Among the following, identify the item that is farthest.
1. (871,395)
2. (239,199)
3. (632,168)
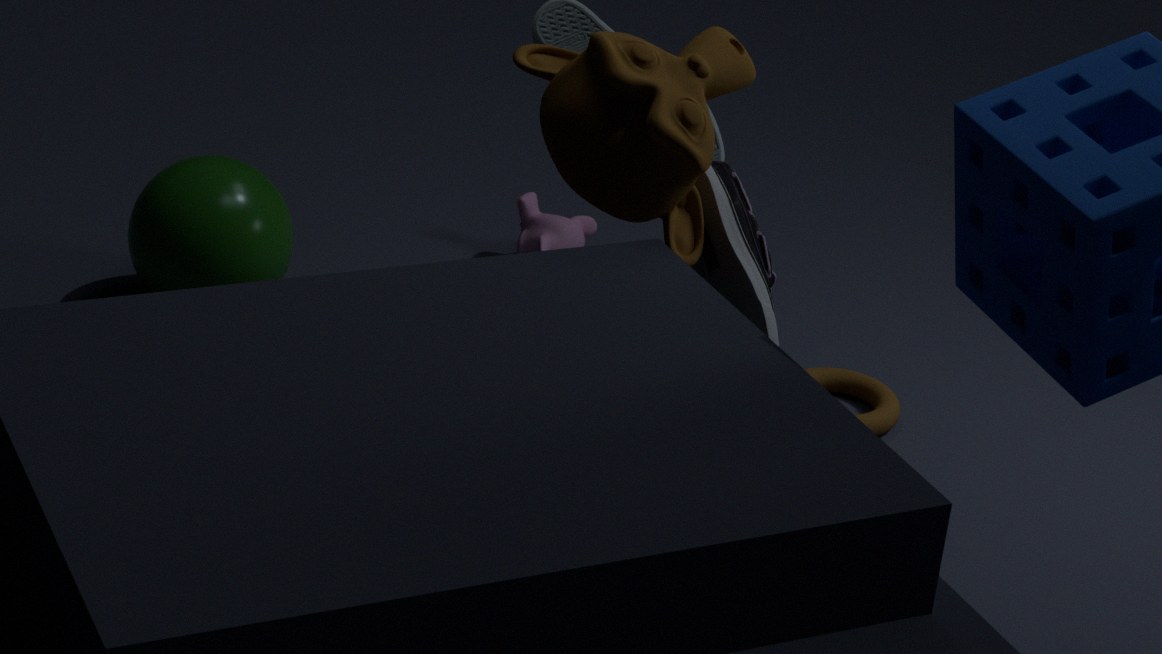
(871,395)
